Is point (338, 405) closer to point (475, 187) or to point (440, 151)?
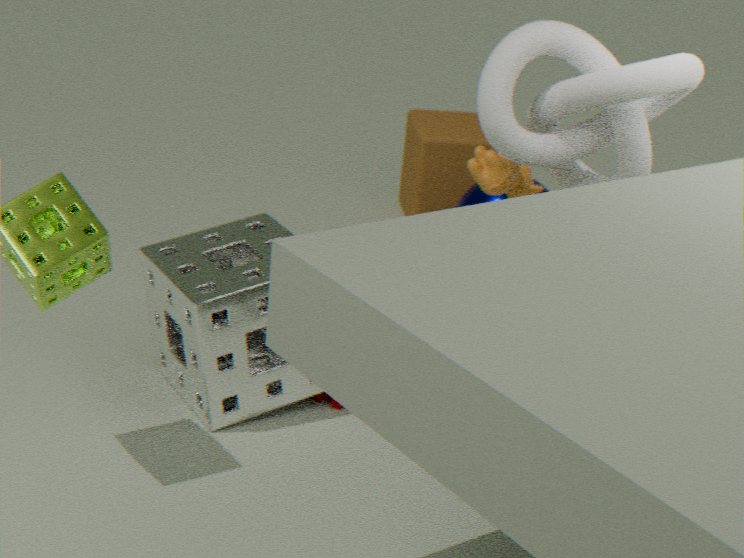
point (475, 187)
